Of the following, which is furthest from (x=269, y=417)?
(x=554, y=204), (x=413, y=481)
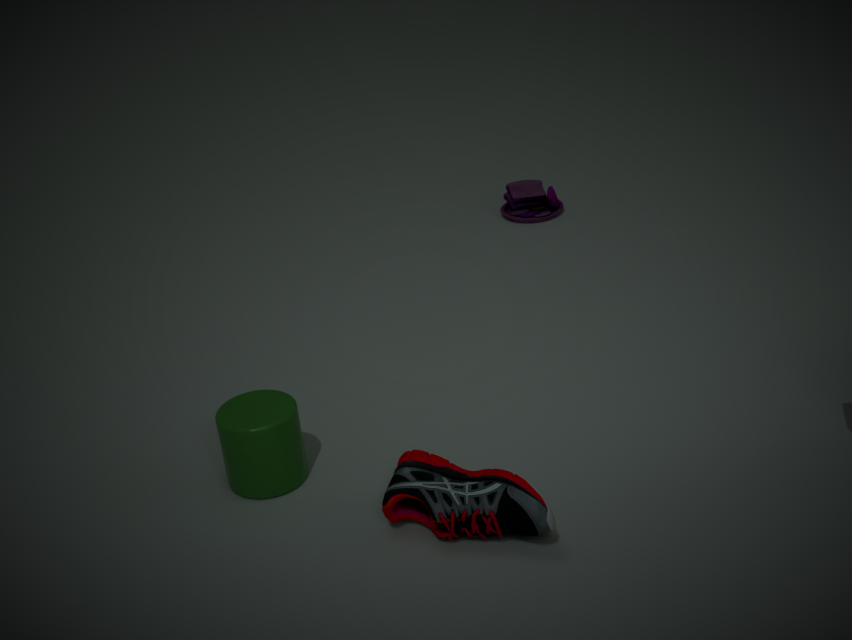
(x=554, y=204)
